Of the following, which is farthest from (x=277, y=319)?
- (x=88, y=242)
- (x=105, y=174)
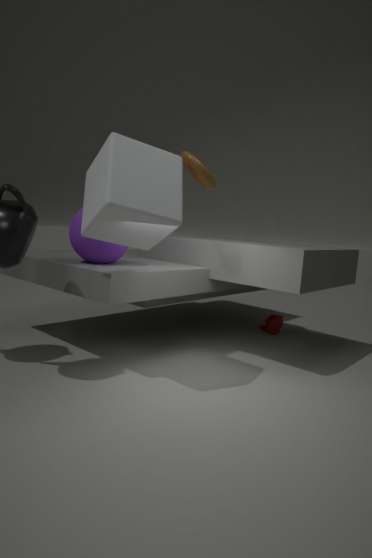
(x=105, y=174)
